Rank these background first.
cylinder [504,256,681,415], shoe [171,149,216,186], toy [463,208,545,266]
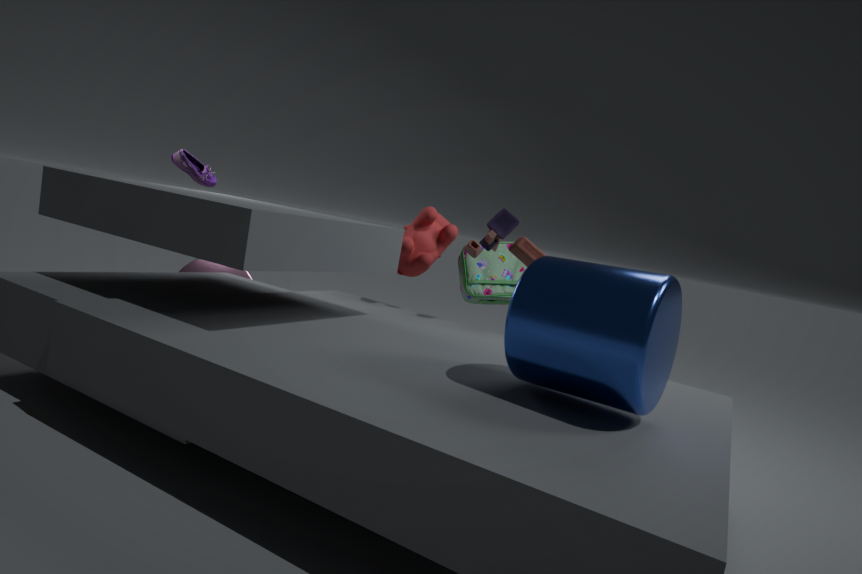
shoe [171,149,216,186] → toy [463,208,545,266] → cylinder [504,256,681,415]
